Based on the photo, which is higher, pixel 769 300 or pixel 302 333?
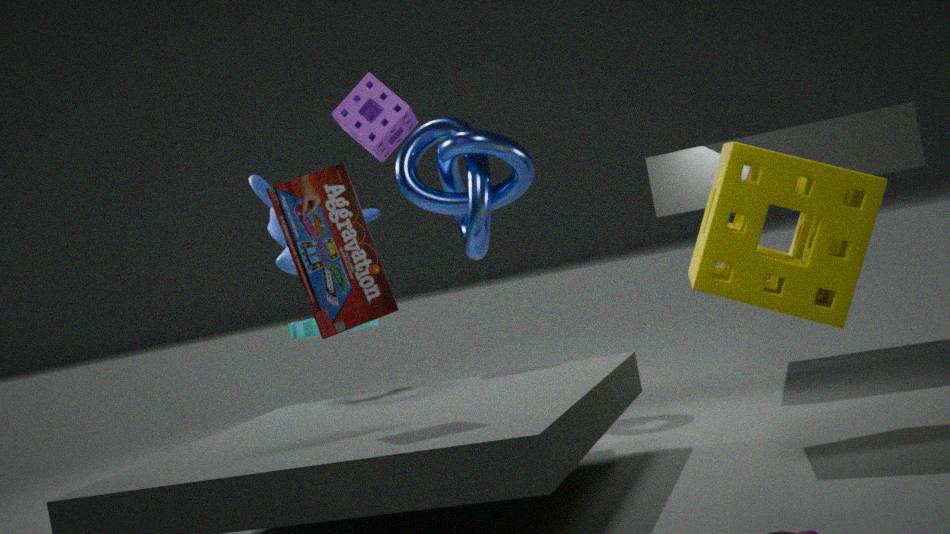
pixel 769 300
